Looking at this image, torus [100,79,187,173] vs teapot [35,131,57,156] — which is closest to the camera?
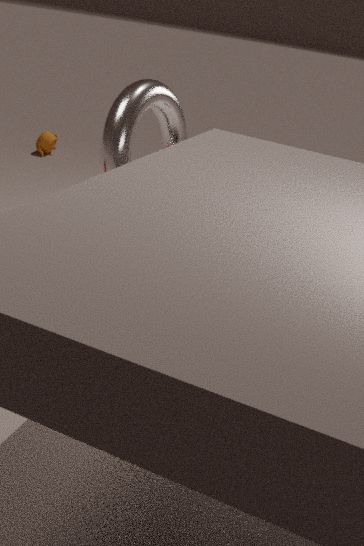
torus [100,79,187,173]
